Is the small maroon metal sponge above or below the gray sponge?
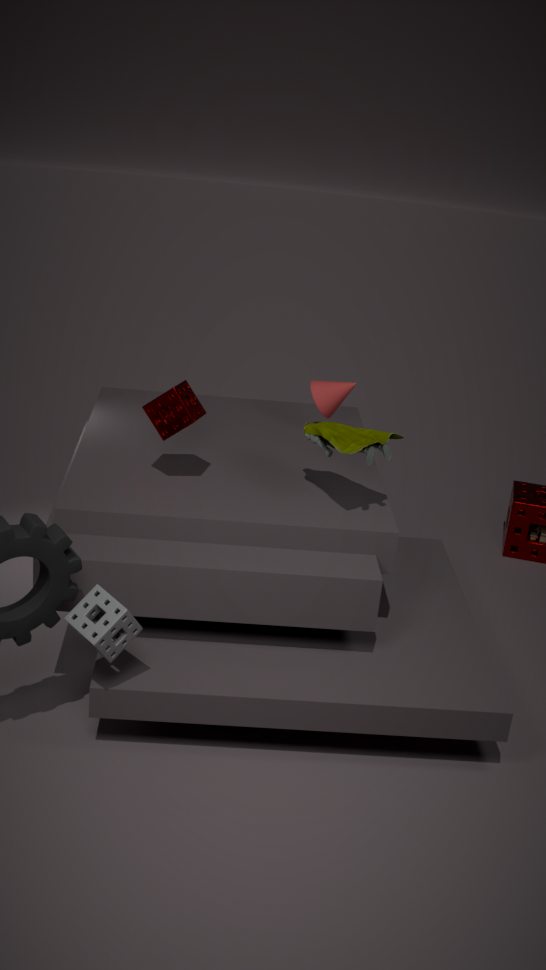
above
